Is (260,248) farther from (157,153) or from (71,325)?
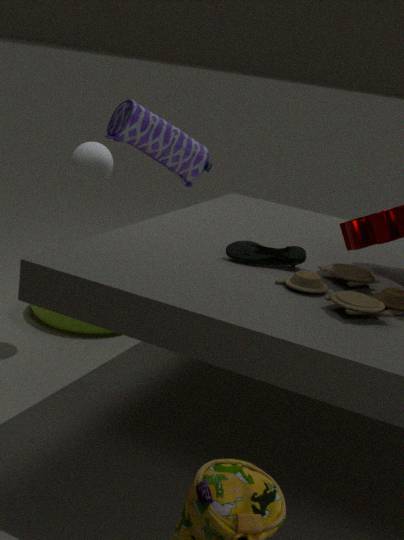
(71,325)
